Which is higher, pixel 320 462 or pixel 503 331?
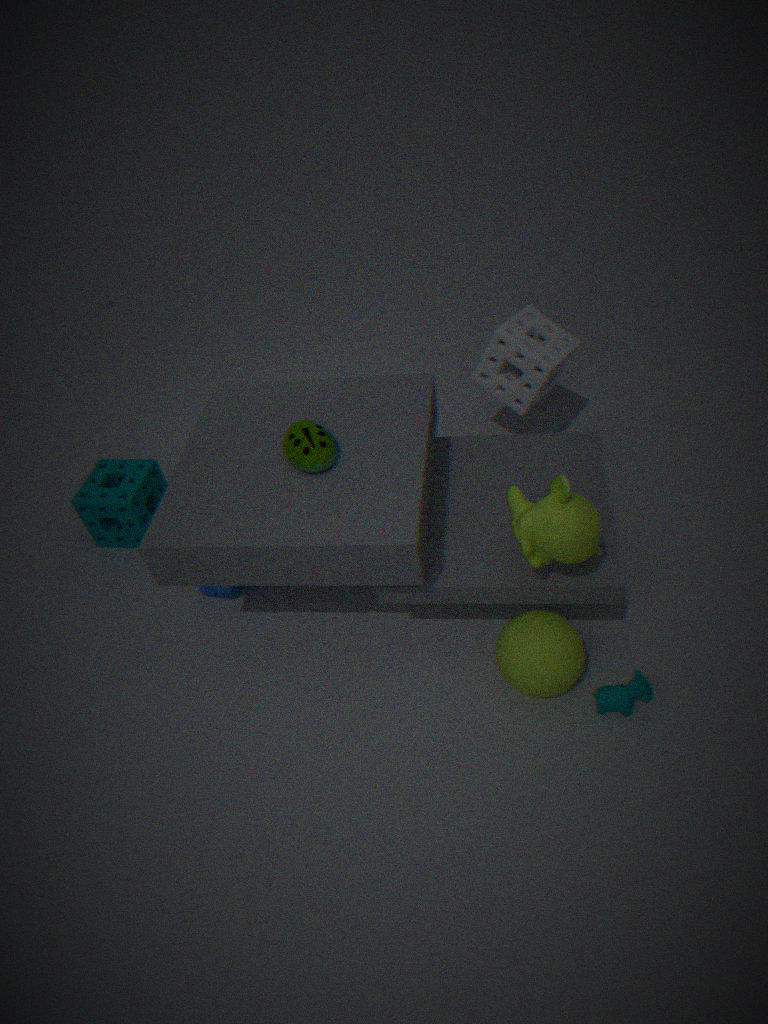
pixel 320 462
